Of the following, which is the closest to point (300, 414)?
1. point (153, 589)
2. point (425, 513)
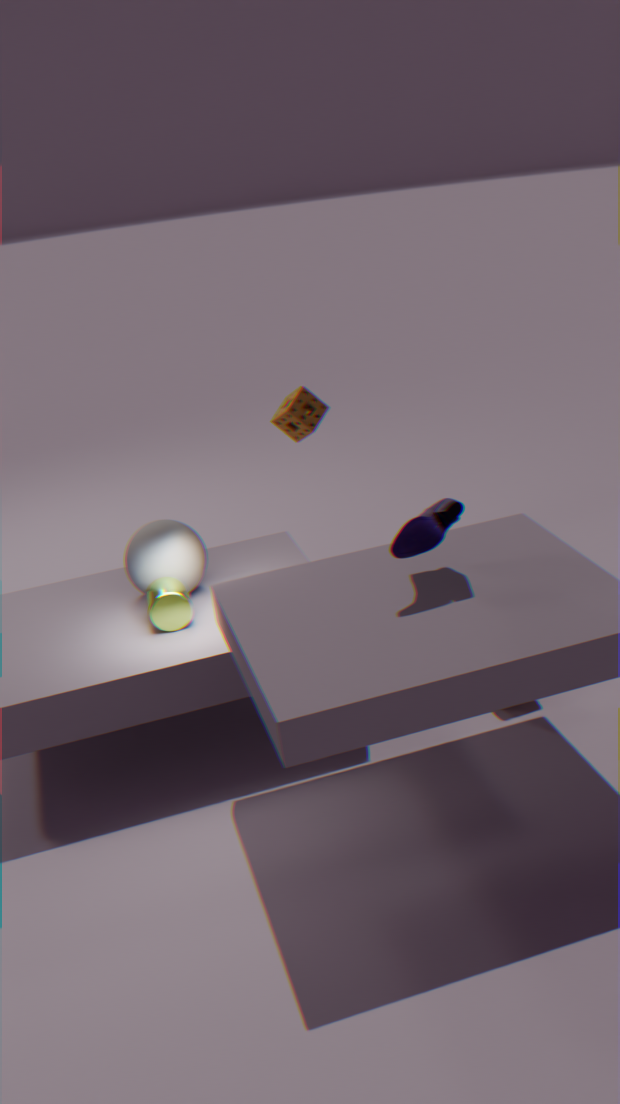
point (153, 589)
